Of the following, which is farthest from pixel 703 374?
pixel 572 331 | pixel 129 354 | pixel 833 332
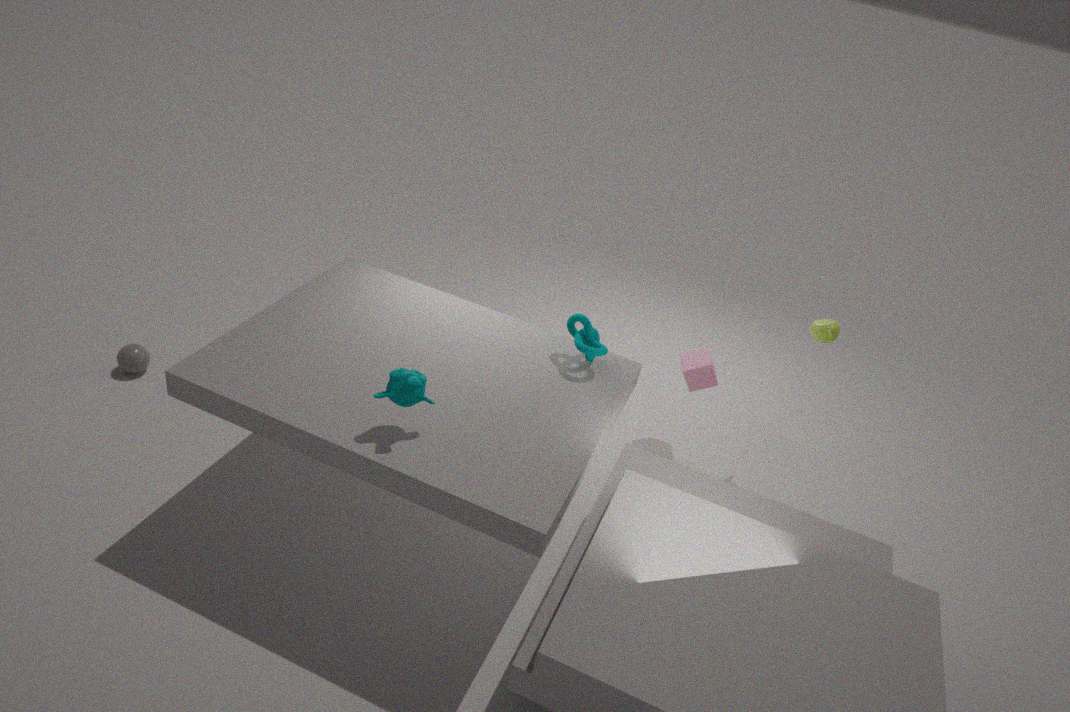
pixel 129 354
